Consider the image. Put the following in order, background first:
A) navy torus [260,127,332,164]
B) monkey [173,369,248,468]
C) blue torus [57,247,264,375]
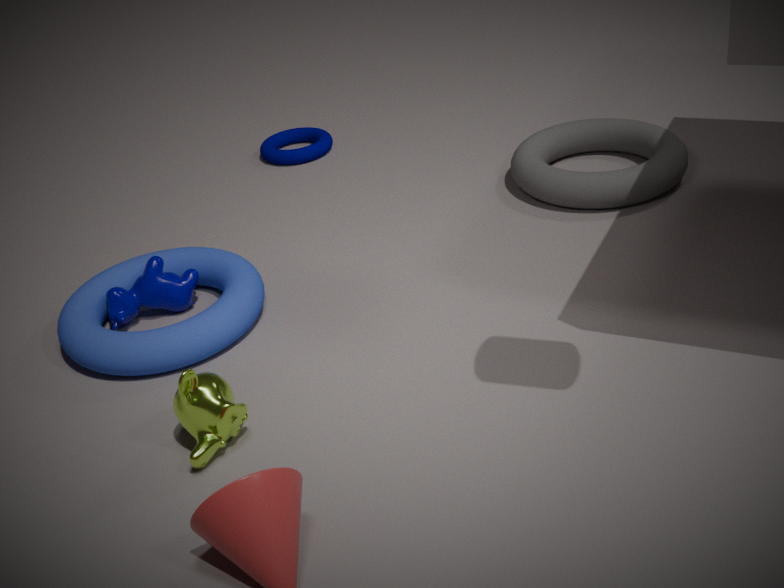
navy torus [260,127,332,164]
blue torus [57,247,264,375]
monkey [173,369,248,468]
